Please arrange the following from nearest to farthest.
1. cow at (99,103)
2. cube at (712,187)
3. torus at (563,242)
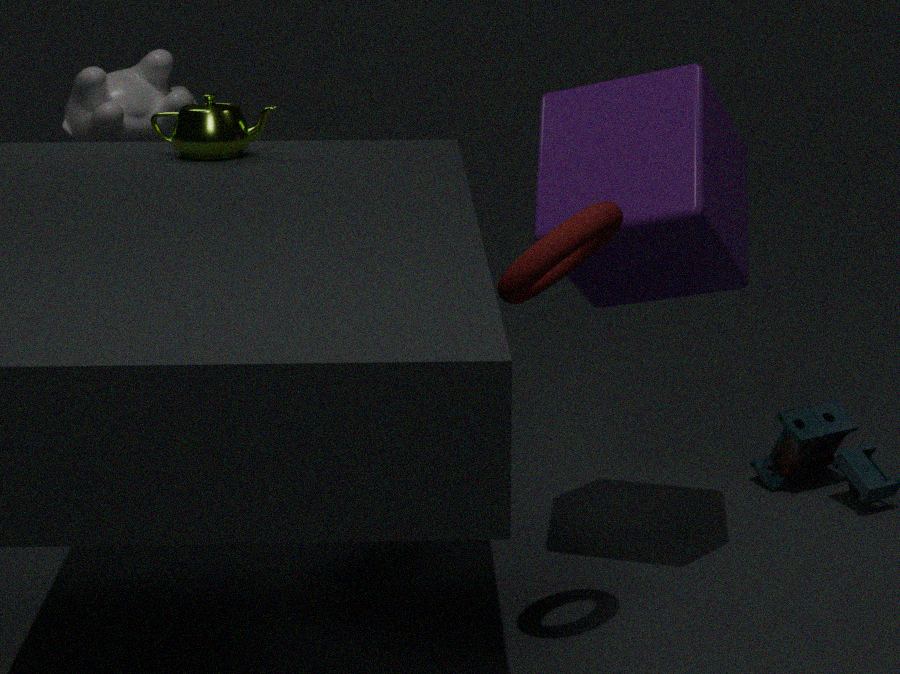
torus at (563,242), cube at (712,187), cow at (99,103)
